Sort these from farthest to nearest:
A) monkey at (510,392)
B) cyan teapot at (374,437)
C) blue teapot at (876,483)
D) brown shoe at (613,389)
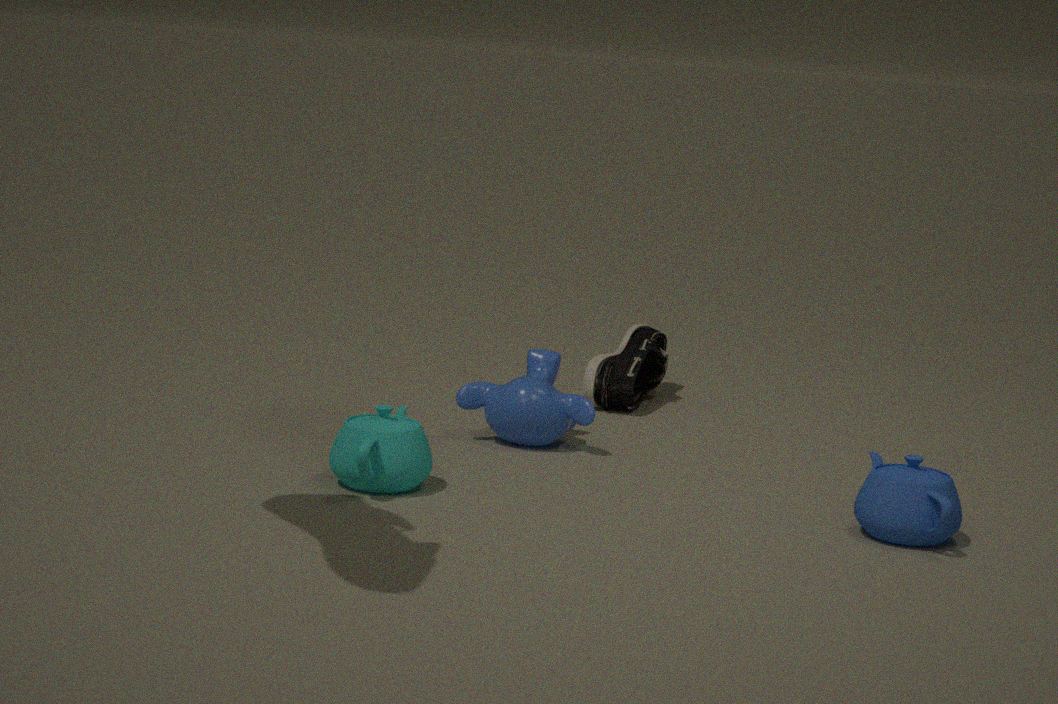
brown shoe at (613,389) < monkey at (510,392) < cyan teapot at (374,437) < blue teapot at (876,483)
